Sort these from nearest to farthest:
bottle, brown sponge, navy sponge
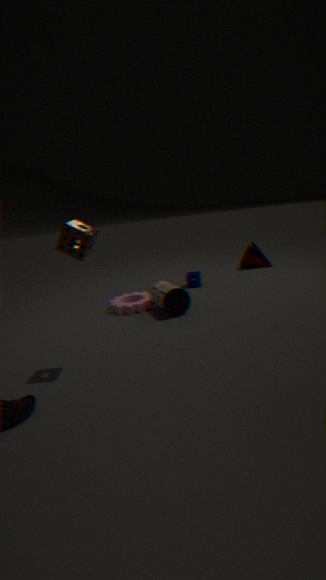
1. brown sponge
2. bottle
3. navy sponge
